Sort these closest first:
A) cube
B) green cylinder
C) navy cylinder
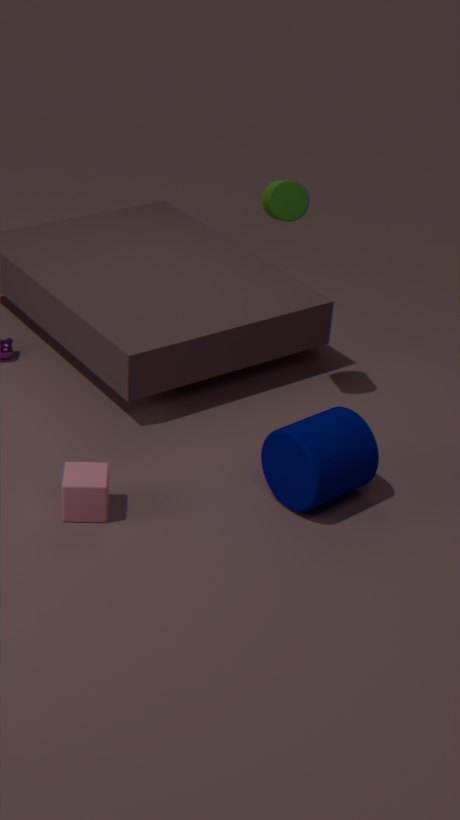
cube → navy cylinder → green cylinder
